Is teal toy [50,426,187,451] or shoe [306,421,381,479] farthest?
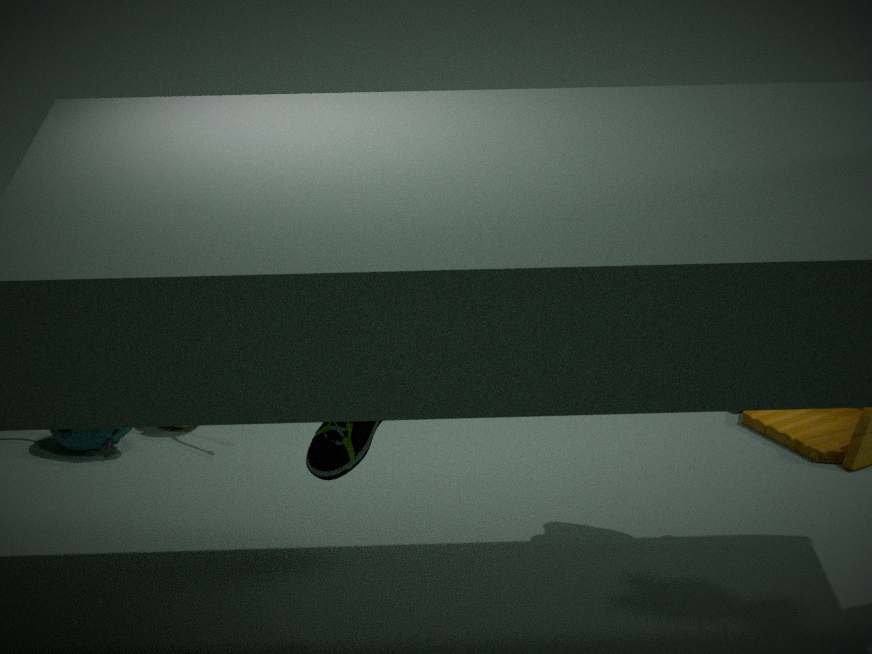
teal toy [50,426,187,451]
